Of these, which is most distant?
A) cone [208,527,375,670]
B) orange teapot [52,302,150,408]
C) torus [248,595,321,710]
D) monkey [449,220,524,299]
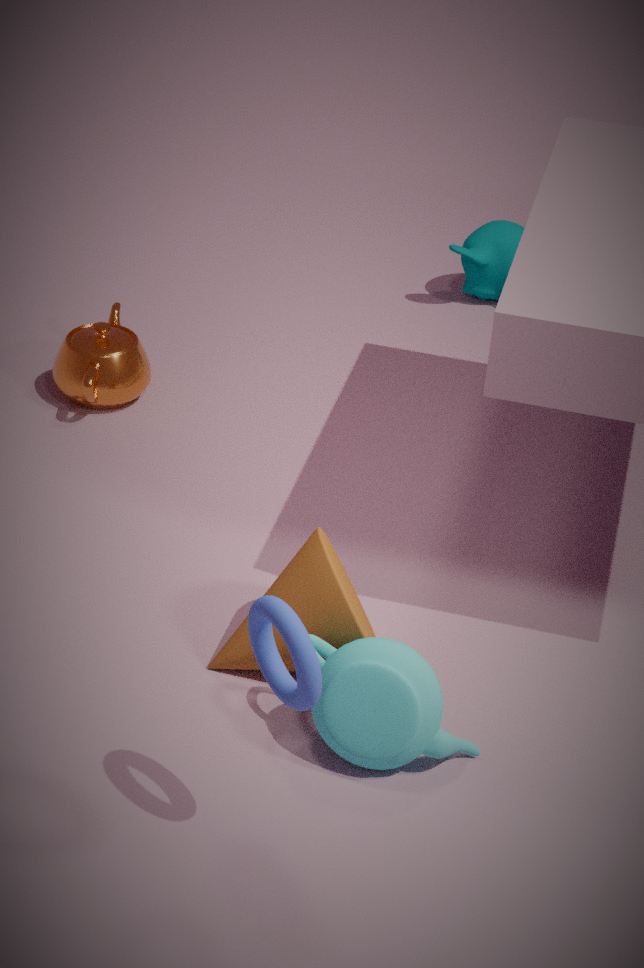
D. monkey [449,220,524,299]
